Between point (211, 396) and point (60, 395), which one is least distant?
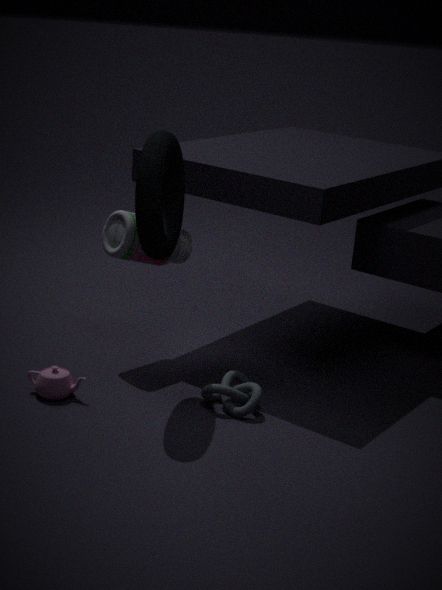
point (60, 395)
